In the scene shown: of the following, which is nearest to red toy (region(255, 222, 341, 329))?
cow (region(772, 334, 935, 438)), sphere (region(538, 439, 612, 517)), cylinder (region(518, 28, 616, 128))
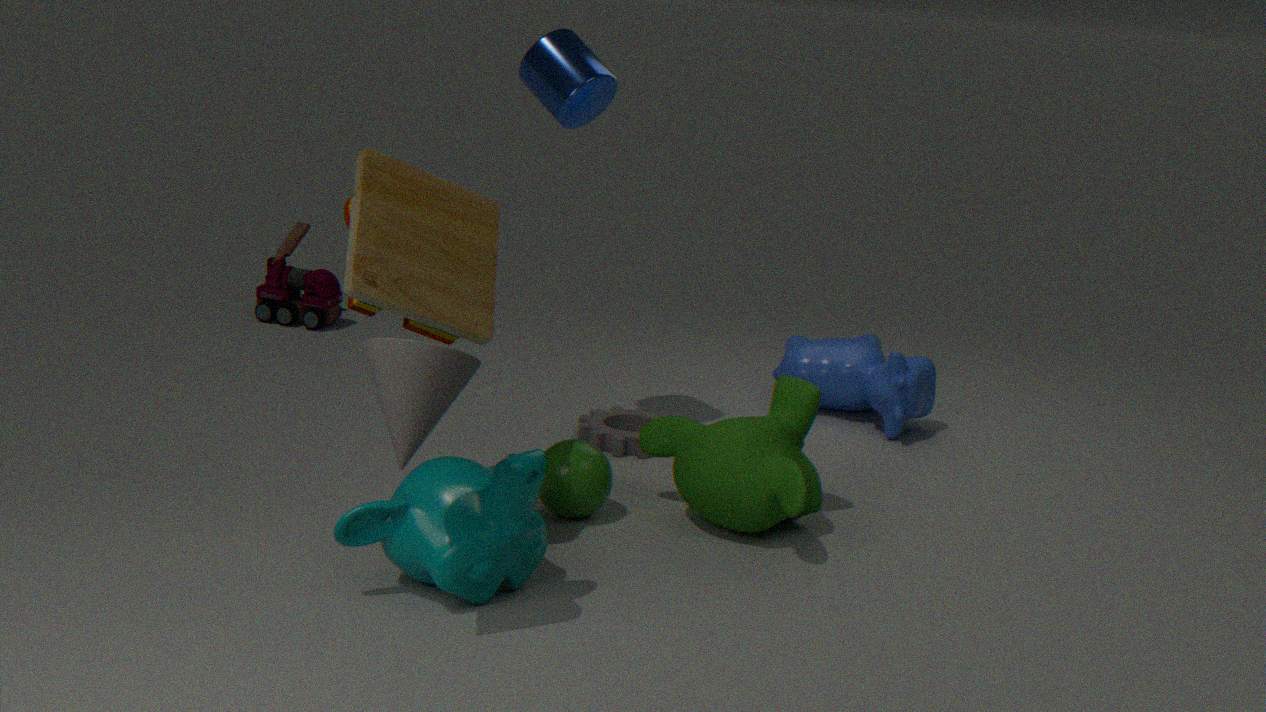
cylinder (region(518, 28, 616, 128))
